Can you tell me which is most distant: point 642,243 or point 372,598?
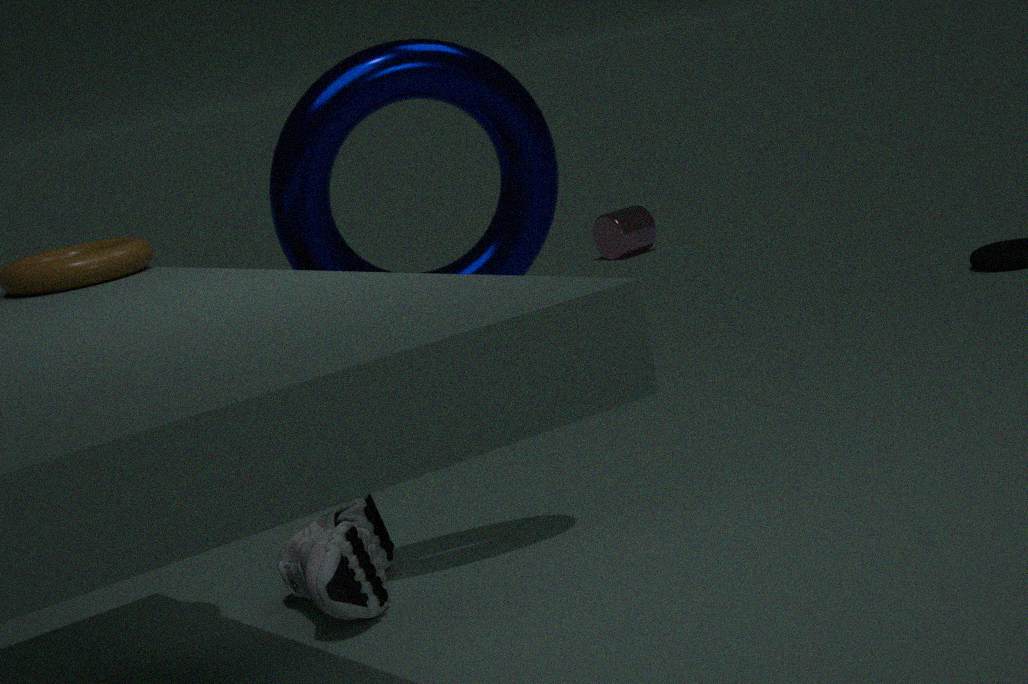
point 642,243
